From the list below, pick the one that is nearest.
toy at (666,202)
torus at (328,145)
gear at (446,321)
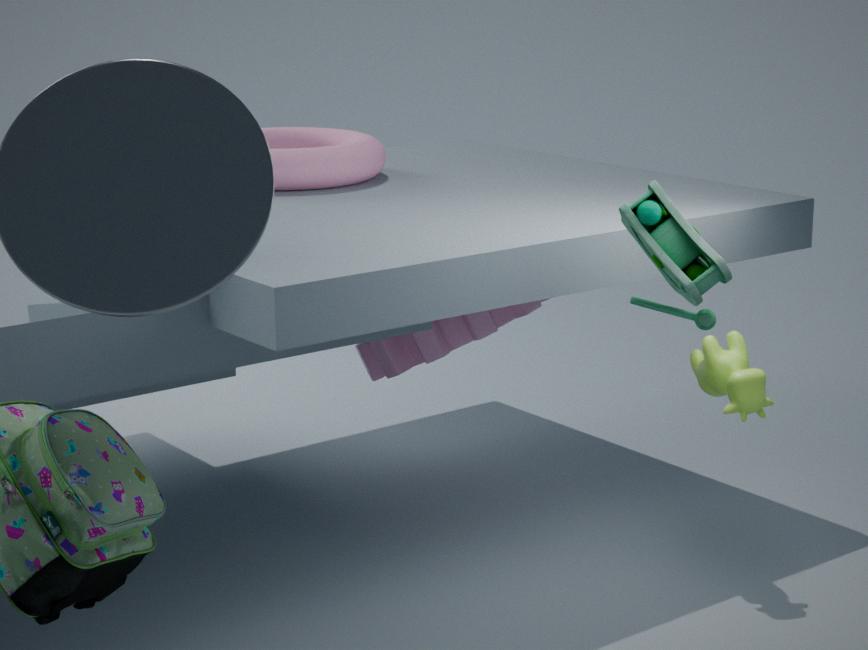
toy at (666,202)
